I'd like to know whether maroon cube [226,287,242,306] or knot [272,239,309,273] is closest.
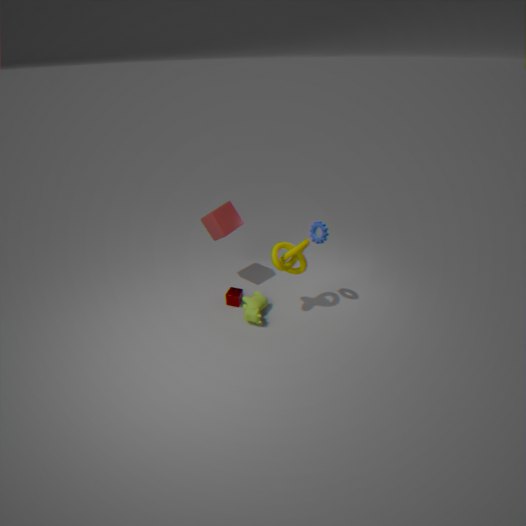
knot [272,239,309,273]
